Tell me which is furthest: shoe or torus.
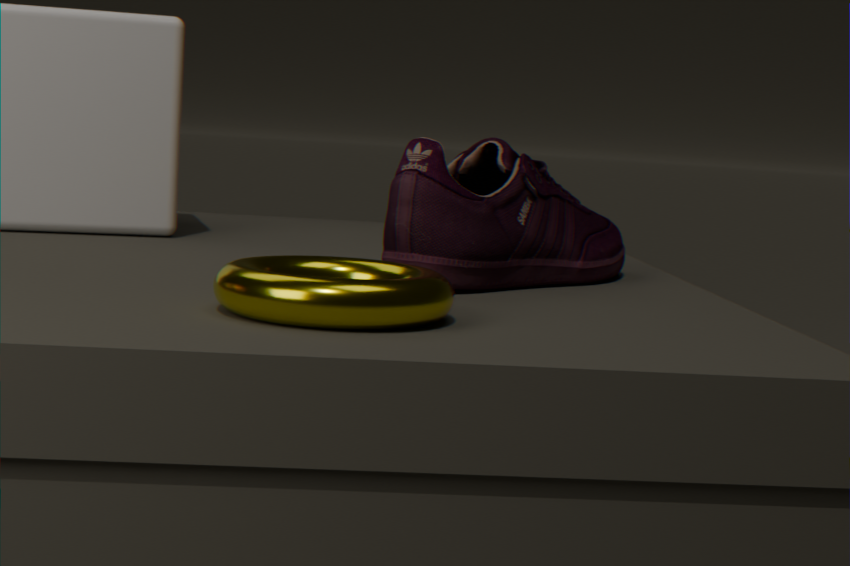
shoe
